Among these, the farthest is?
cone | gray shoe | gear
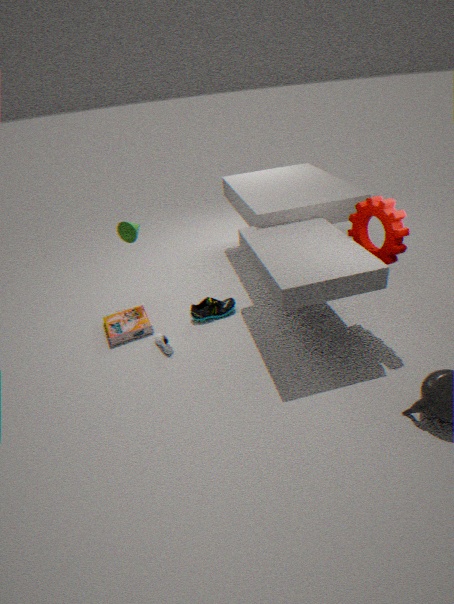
cone
